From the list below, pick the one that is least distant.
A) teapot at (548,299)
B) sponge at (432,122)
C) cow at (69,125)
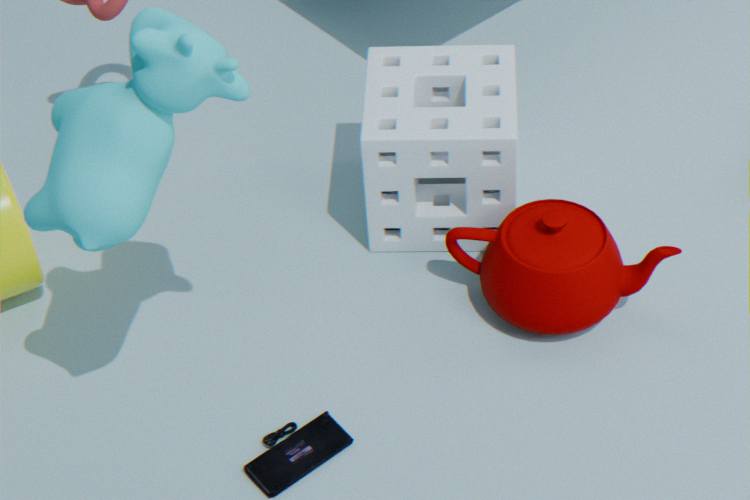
cow at (69,125)
